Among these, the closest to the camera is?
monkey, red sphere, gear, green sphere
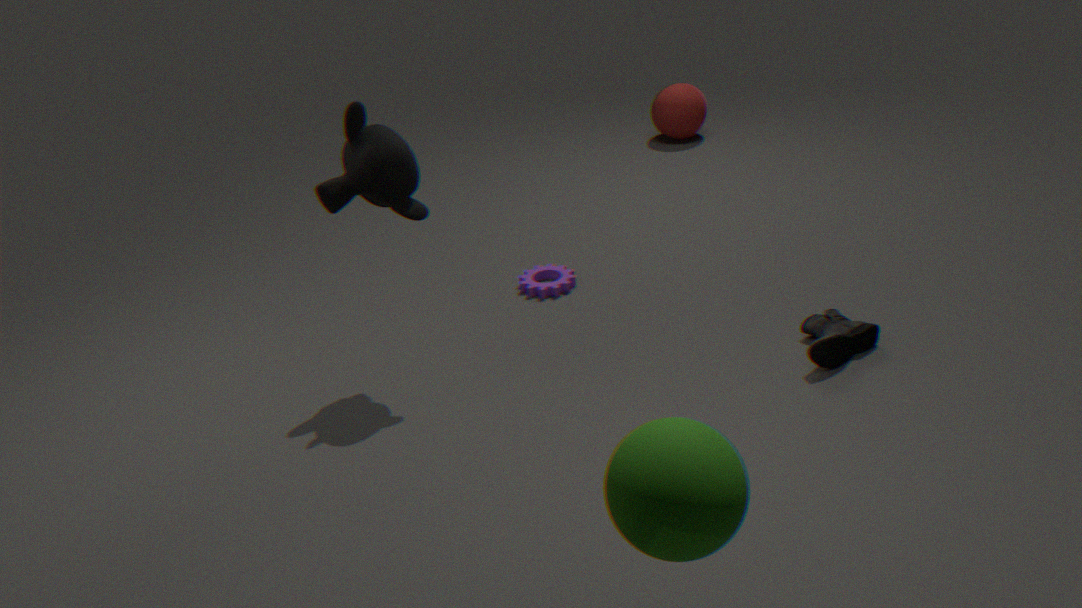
green sphere
